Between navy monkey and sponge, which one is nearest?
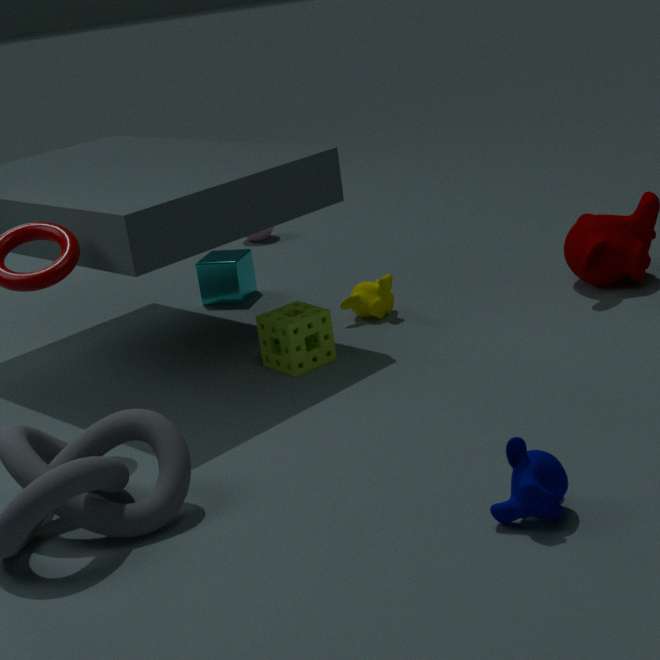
navy monkey
